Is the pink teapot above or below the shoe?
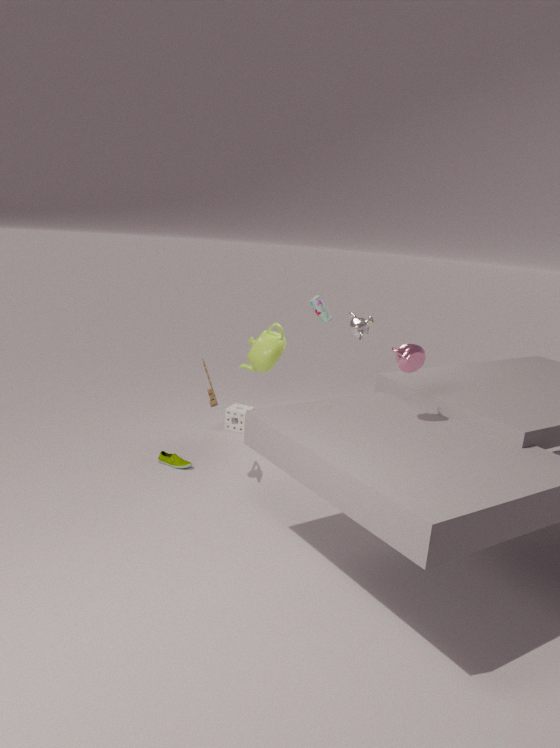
above
